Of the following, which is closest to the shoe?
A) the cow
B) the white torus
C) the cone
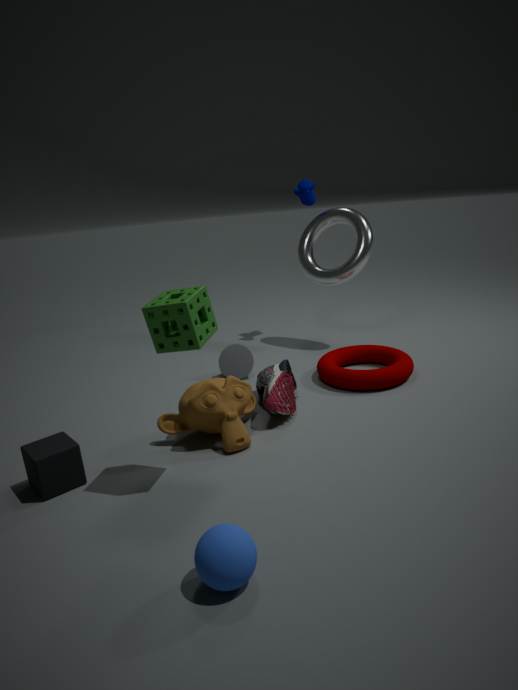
the cone
